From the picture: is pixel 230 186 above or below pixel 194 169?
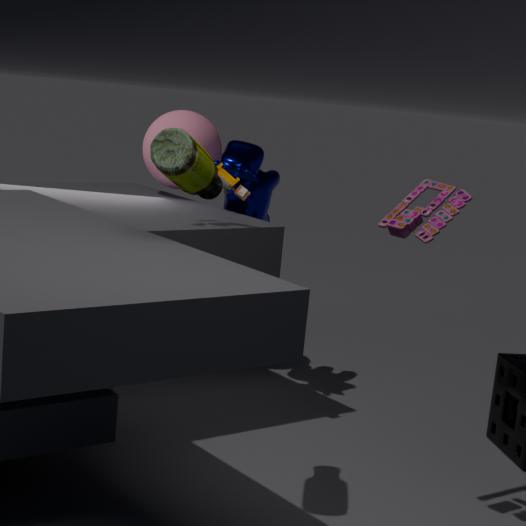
below
